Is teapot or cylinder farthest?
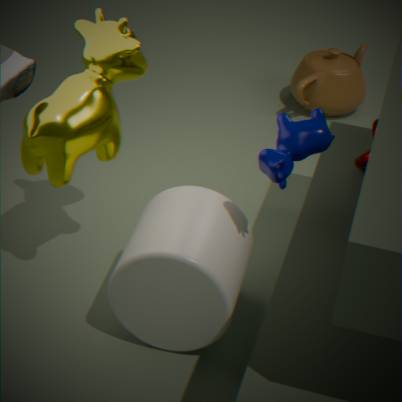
teapot
